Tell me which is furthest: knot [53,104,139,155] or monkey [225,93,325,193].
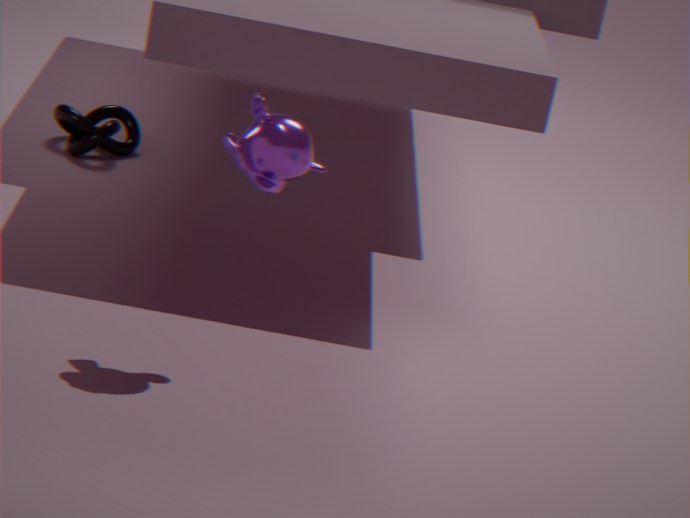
knot [53,104,139,155]
